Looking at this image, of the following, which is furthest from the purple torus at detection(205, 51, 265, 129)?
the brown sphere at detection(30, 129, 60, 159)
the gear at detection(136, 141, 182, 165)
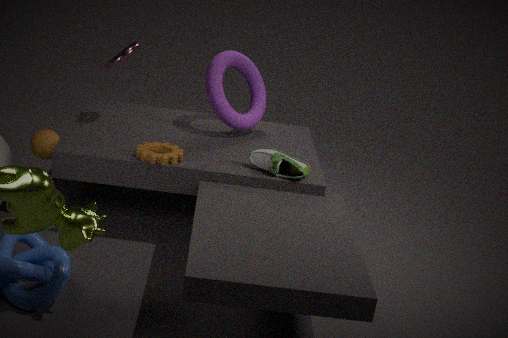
the brown sphere at detection(30, 129, 60, 159)
